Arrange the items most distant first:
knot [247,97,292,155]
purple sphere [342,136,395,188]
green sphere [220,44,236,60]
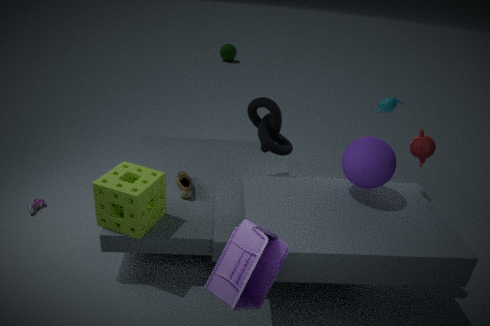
1. green sphere [220,44,236,60]
2. knot [247,97,292,155]
3. purple sphere [342,136,395,188]
